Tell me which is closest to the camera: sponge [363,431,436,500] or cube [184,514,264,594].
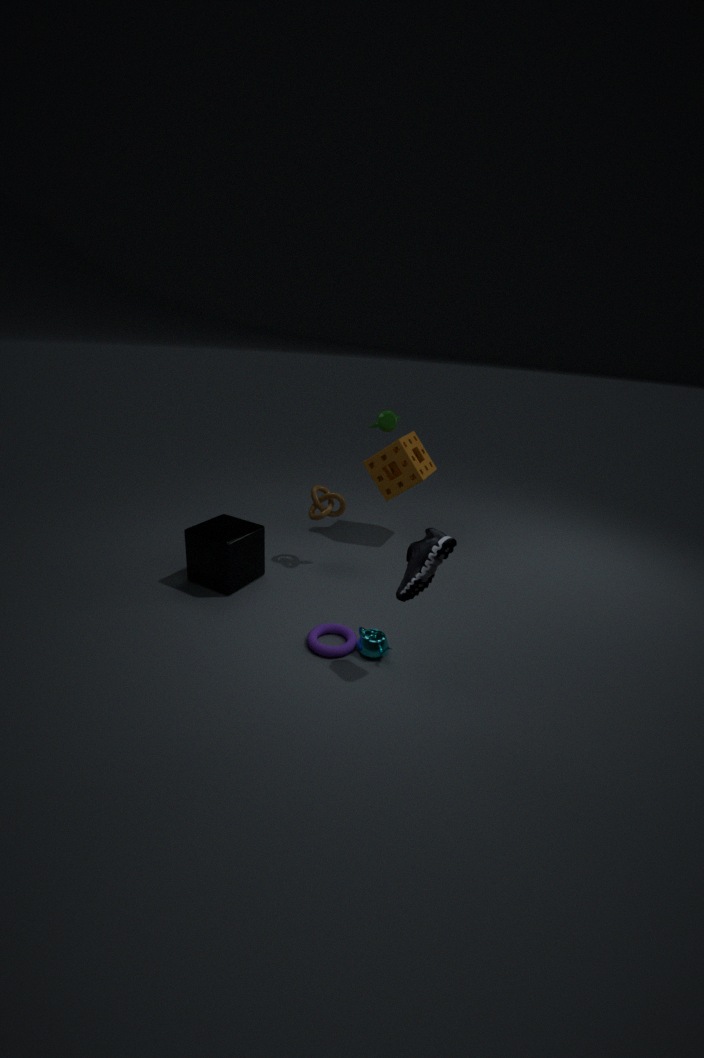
cube [184,514,264,594]
